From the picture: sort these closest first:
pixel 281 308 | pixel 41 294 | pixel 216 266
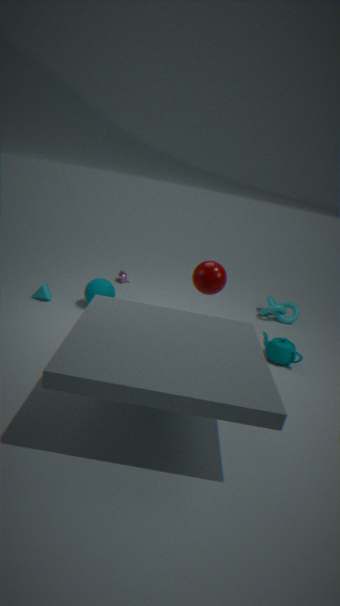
pixel 216 266, pixel 41 294, pixel 281 308
